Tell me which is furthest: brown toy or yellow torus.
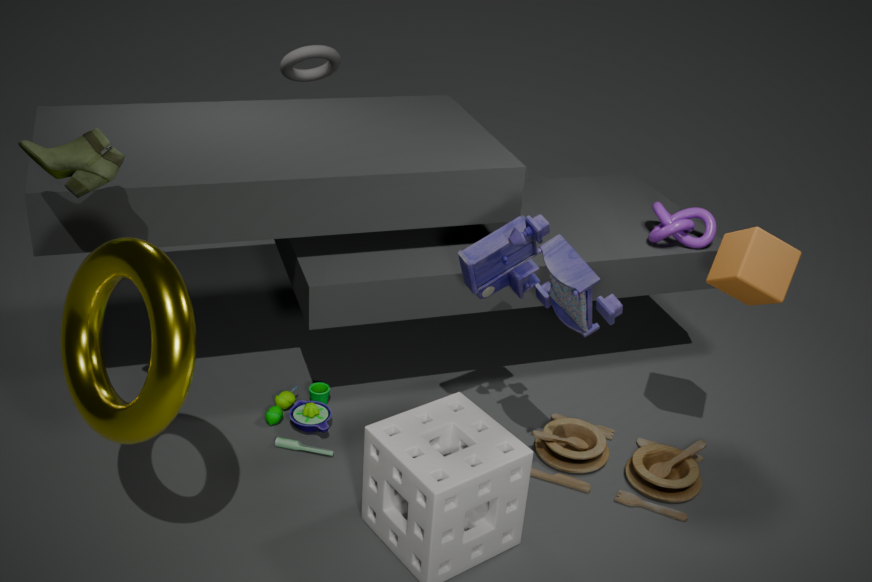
brown toy
